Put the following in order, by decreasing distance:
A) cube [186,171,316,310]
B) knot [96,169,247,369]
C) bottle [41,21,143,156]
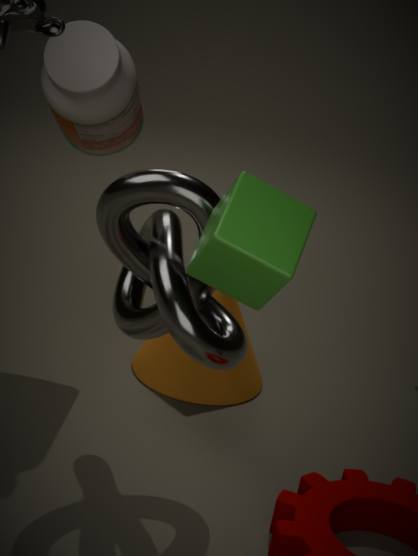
bottle [41,21,143,156]
knot [96,169,247,369]
cube [186,171,316,310]
